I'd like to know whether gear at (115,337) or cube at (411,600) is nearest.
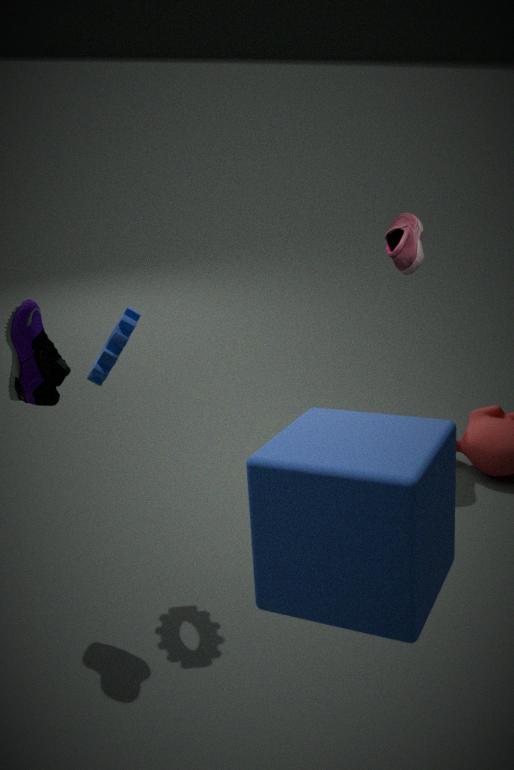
cube at (411,600)
